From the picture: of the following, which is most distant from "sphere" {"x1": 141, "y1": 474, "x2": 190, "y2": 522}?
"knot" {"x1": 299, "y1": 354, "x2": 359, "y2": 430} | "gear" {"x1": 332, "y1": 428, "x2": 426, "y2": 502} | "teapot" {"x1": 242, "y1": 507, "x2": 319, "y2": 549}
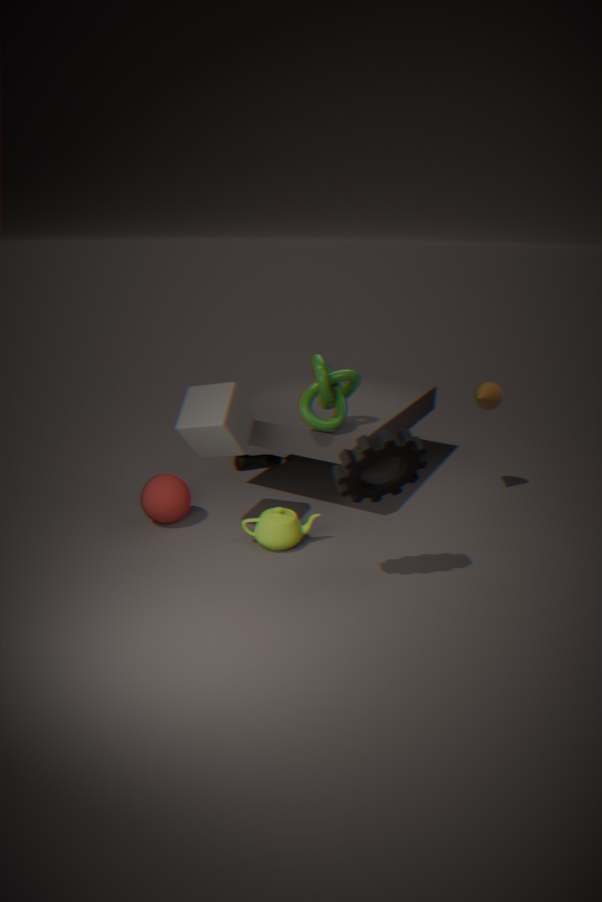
"gear" {"x1": 332, "y1": 428, "x2": 426, "y2": 502}
